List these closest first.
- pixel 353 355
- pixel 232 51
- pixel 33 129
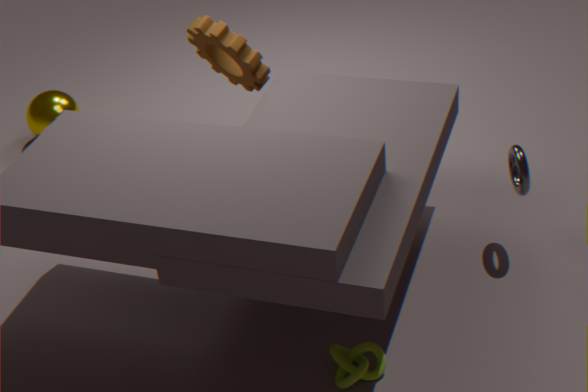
pixel 353 355, pixel 232 51, pixel 33 129
